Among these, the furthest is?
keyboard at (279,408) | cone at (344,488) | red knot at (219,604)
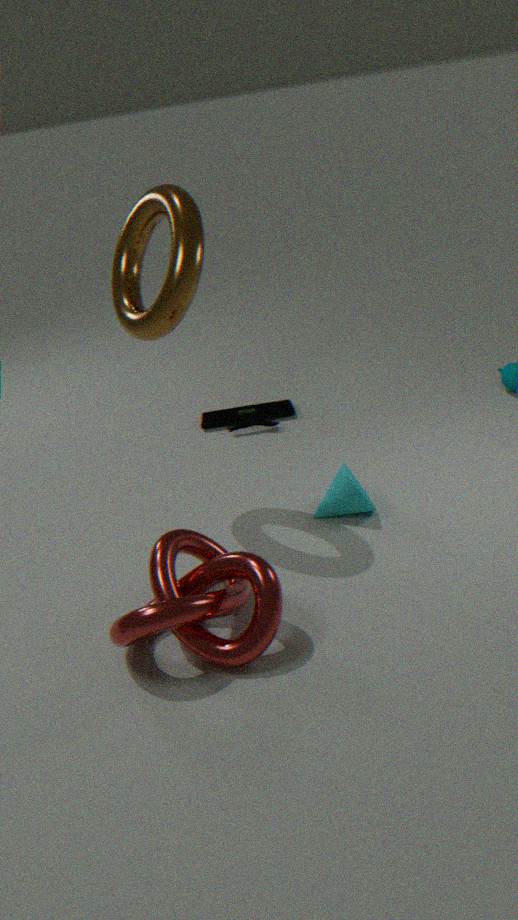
keyboard at (279,408)
